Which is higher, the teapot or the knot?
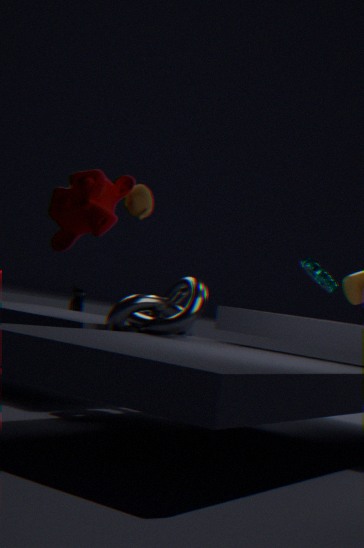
the teapot
